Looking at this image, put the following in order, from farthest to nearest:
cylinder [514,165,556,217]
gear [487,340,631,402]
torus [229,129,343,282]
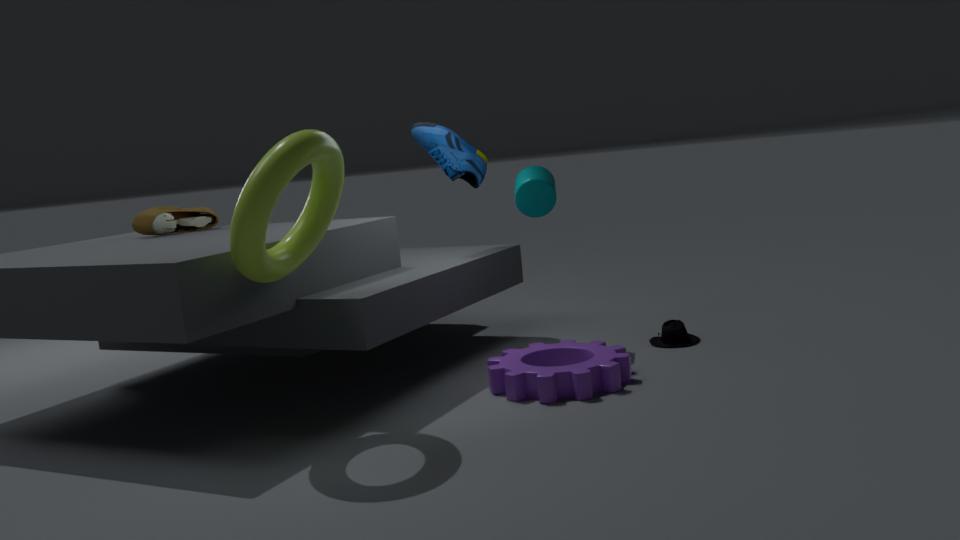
cylinder [514,165,556,217]
gear [487,340,631,402]
torus [229,129,343,282]
